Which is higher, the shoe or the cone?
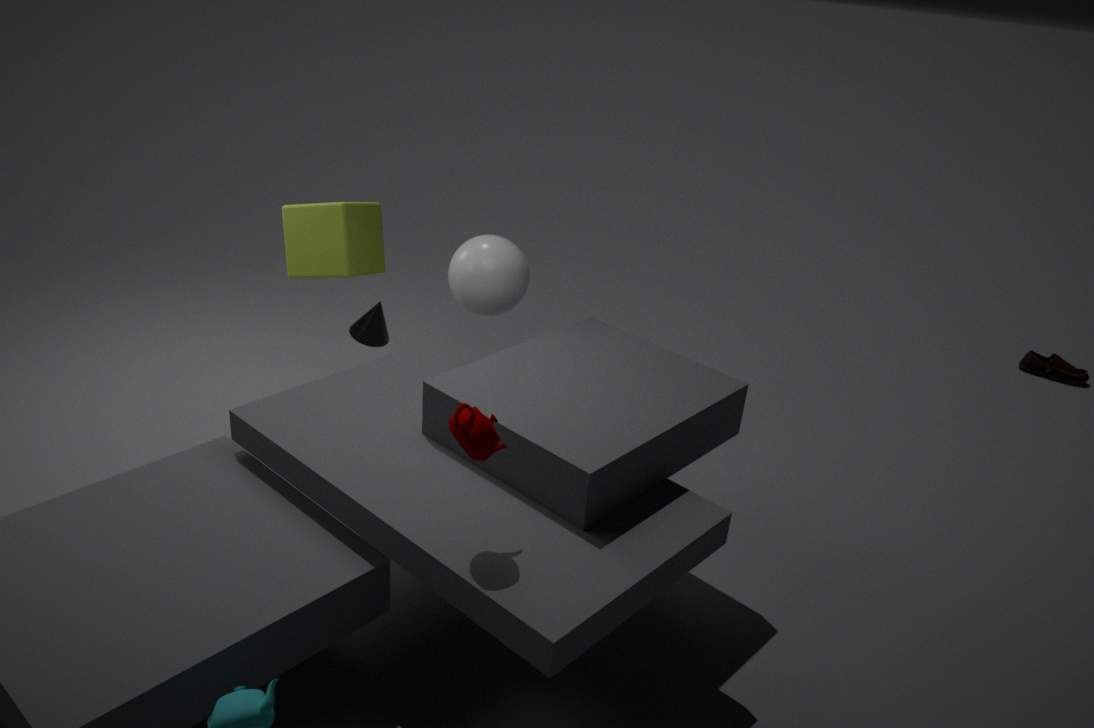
the cone
